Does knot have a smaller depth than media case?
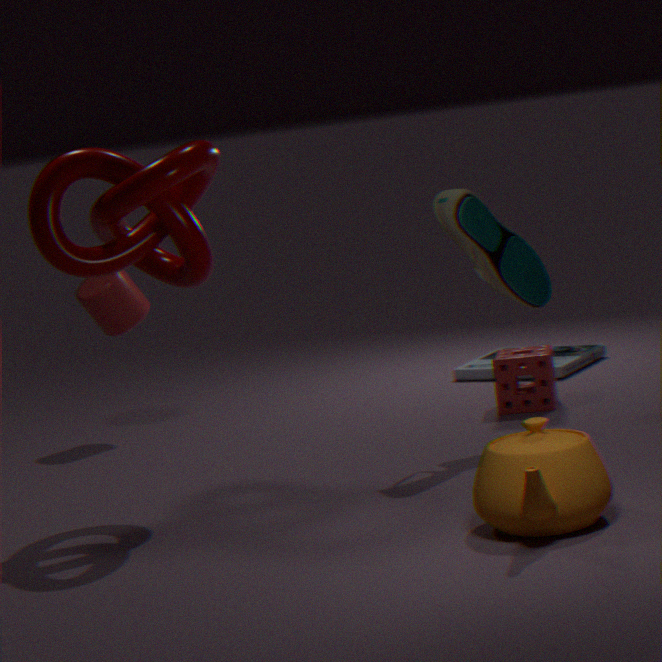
Yes
